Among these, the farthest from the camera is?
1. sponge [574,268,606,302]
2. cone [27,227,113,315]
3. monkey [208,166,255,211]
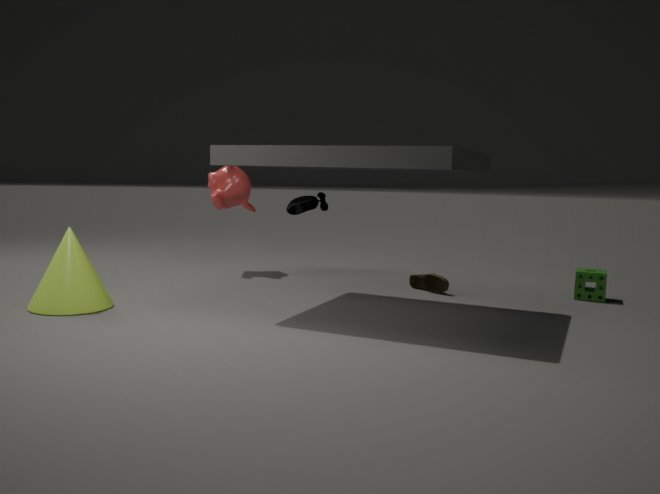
monkey [208,166,255,211]
